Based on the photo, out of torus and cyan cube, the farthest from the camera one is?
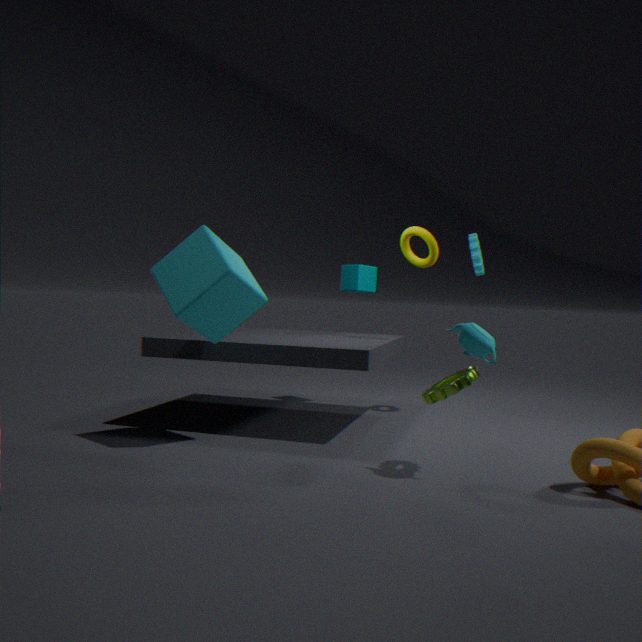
torus
